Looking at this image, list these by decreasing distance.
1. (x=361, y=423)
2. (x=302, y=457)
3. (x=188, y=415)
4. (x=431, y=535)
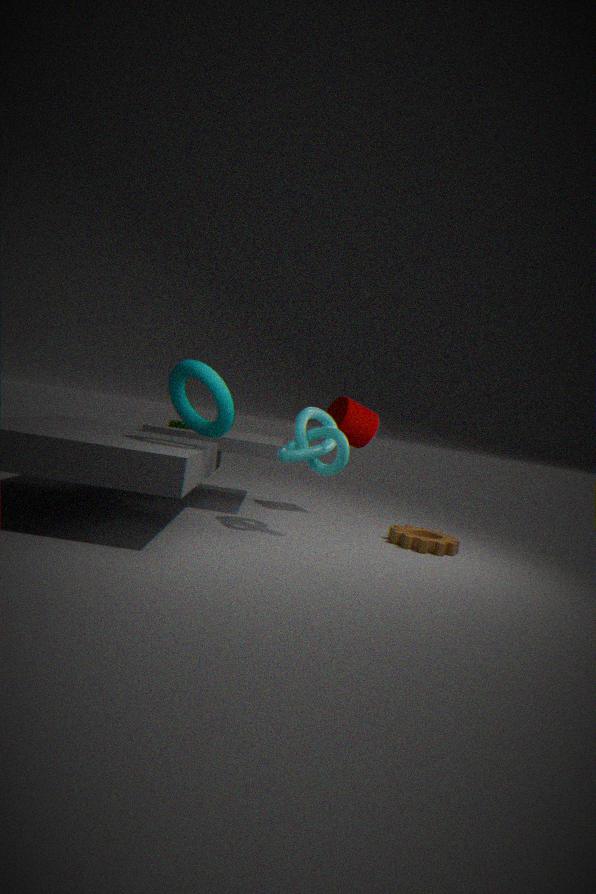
(x=361, y=423) < (x=431, y=535) < (x=302, y=457) < (x=188, y=415)
